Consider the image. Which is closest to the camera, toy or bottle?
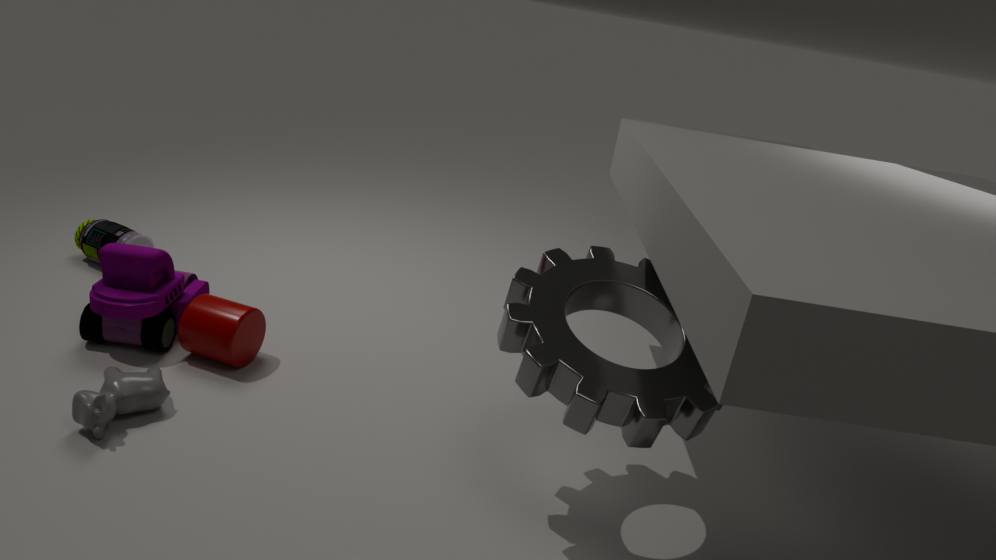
toy
